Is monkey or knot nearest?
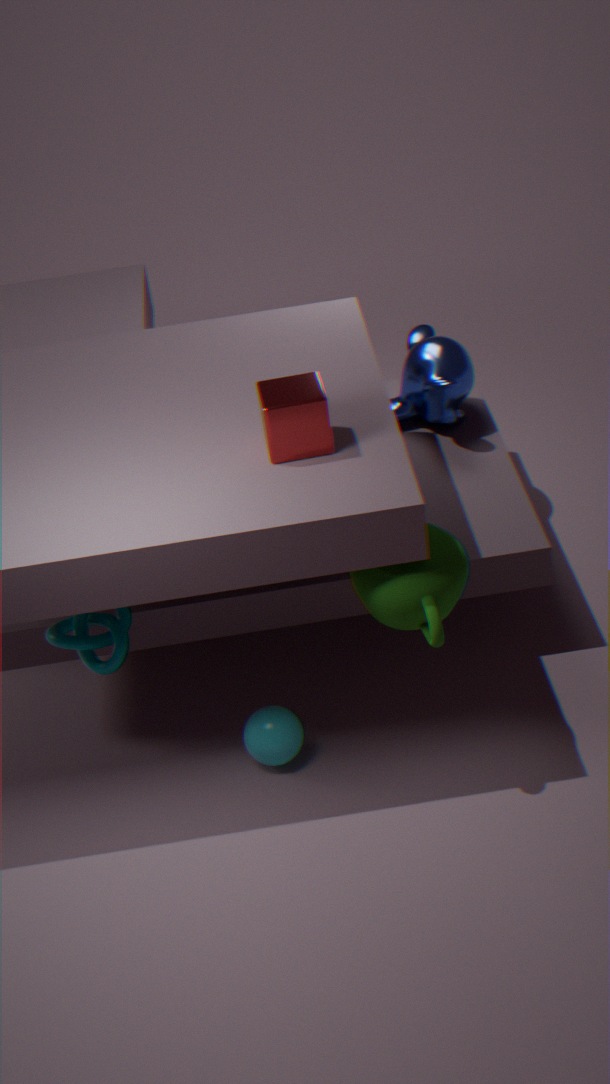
knot
